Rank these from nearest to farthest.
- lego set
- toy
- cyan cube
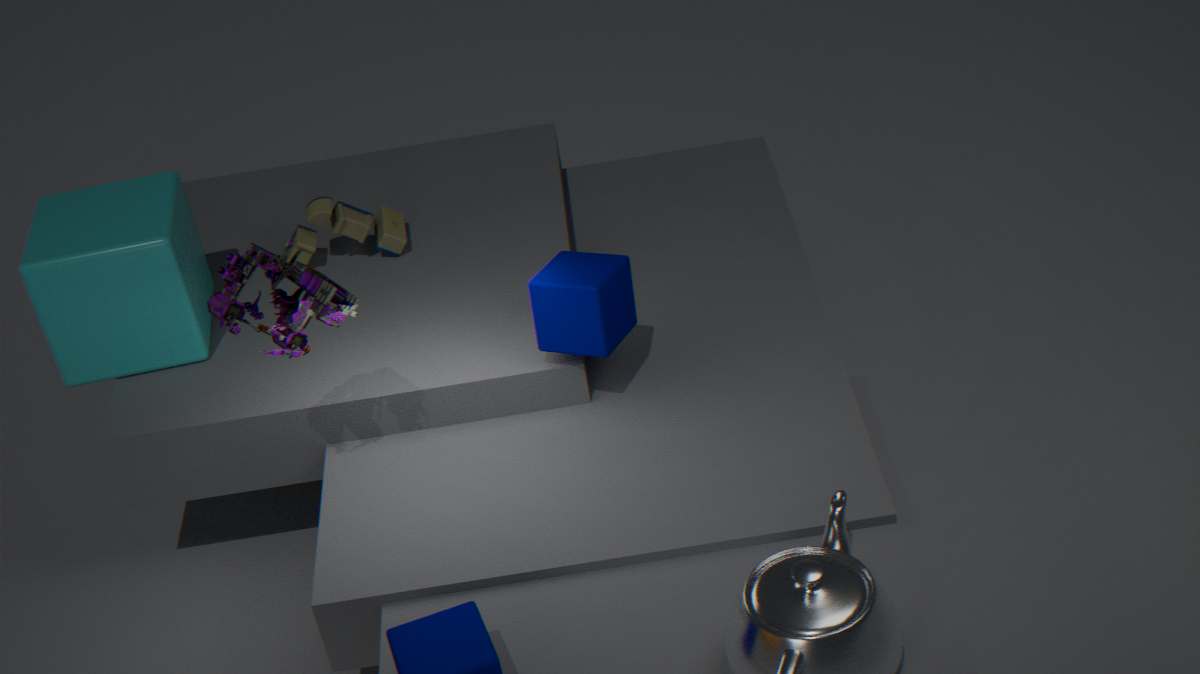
lego set
cyan cube
toy
